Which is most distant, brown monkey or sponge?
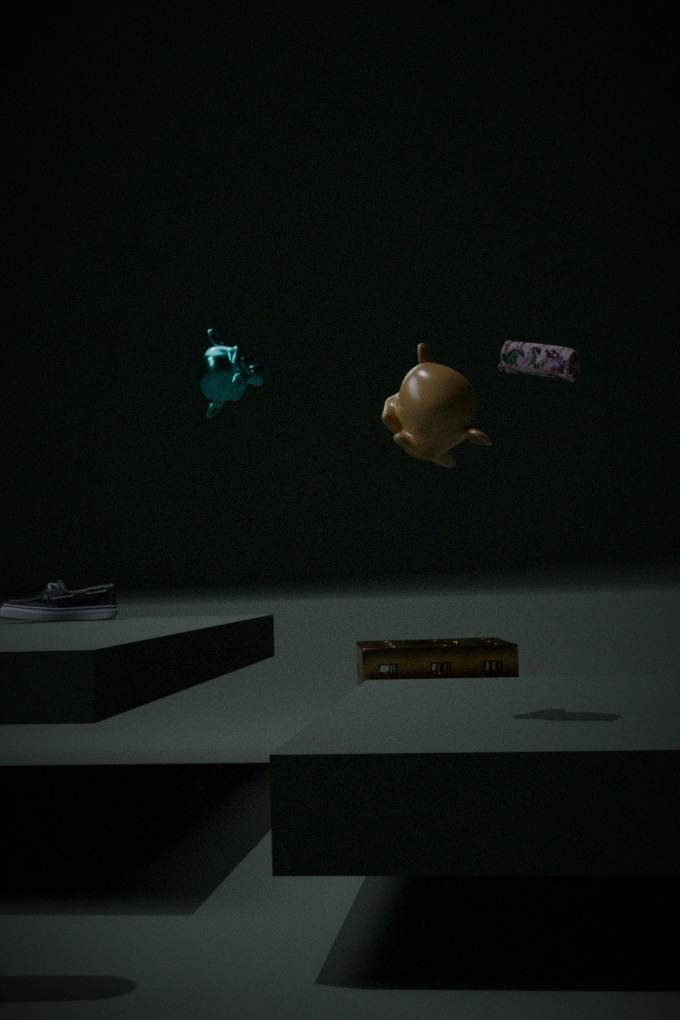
sponge
